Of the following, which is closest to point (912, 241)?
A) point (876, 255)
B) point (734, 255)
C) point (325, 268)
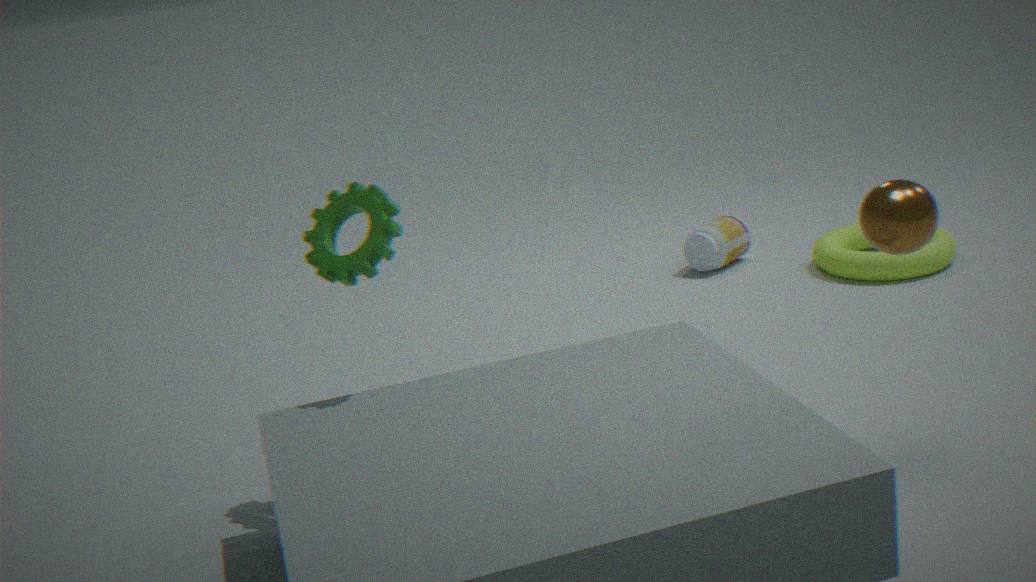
point (325, 268)
